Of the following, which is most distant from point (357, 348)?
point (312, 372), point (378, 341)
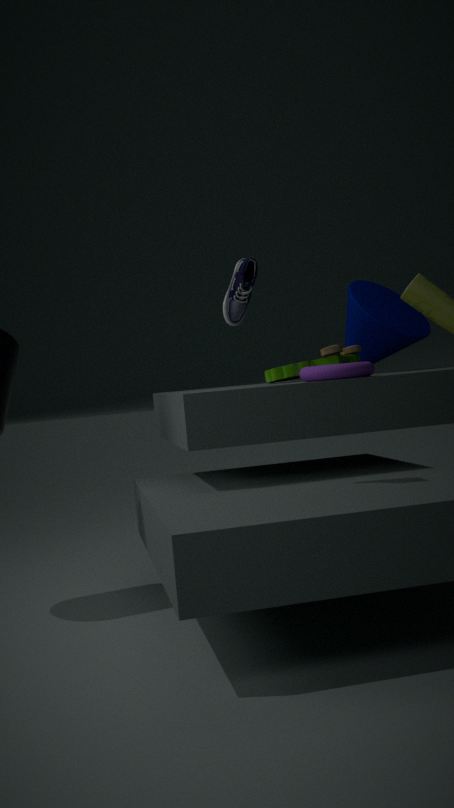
point (378, 341)
